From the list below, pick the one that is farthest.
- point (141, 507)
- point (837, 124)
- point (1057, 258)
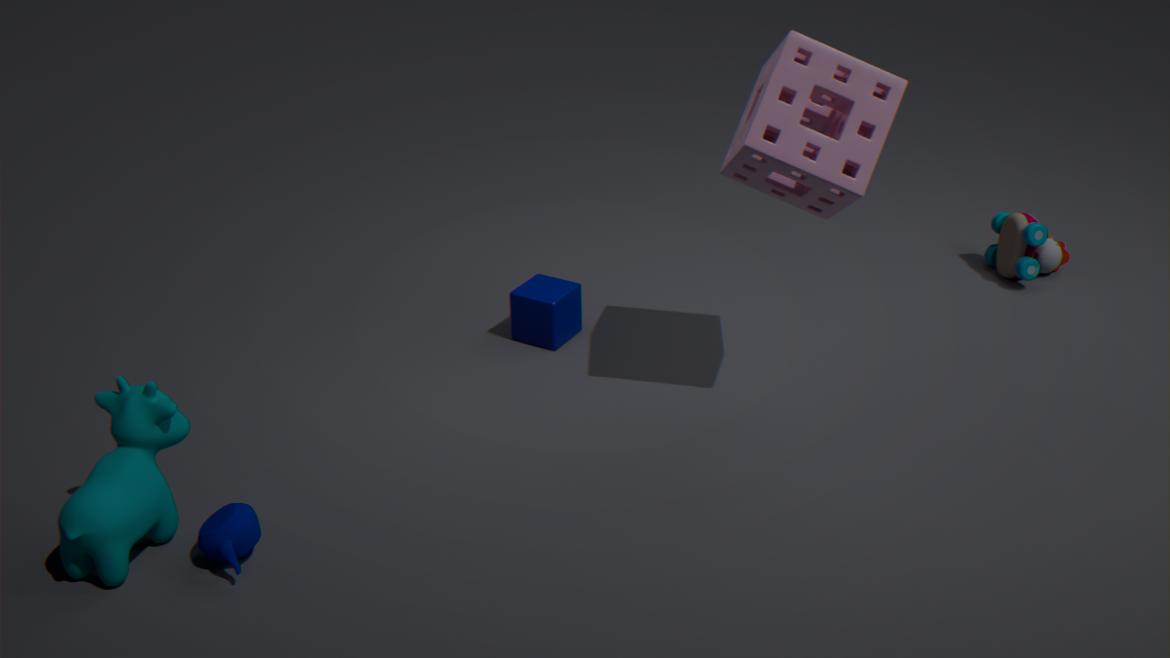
point (1057, 258)
